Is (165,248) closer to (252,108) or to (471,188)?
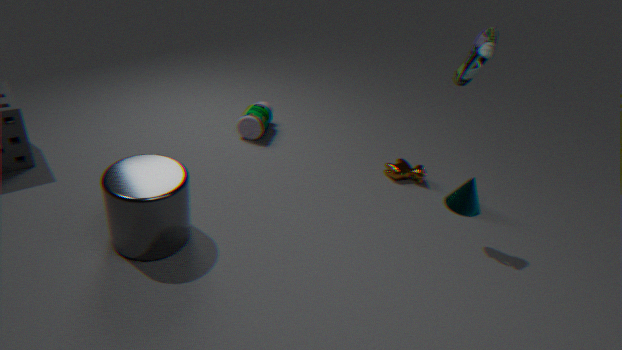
(252,108)
